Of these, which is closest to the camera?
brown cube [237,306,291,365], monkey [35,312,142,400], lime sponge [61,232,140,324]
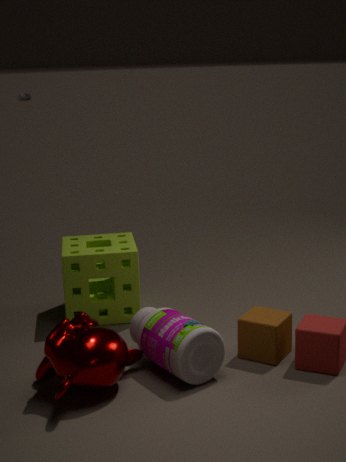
monkey [35,312,142,400]
